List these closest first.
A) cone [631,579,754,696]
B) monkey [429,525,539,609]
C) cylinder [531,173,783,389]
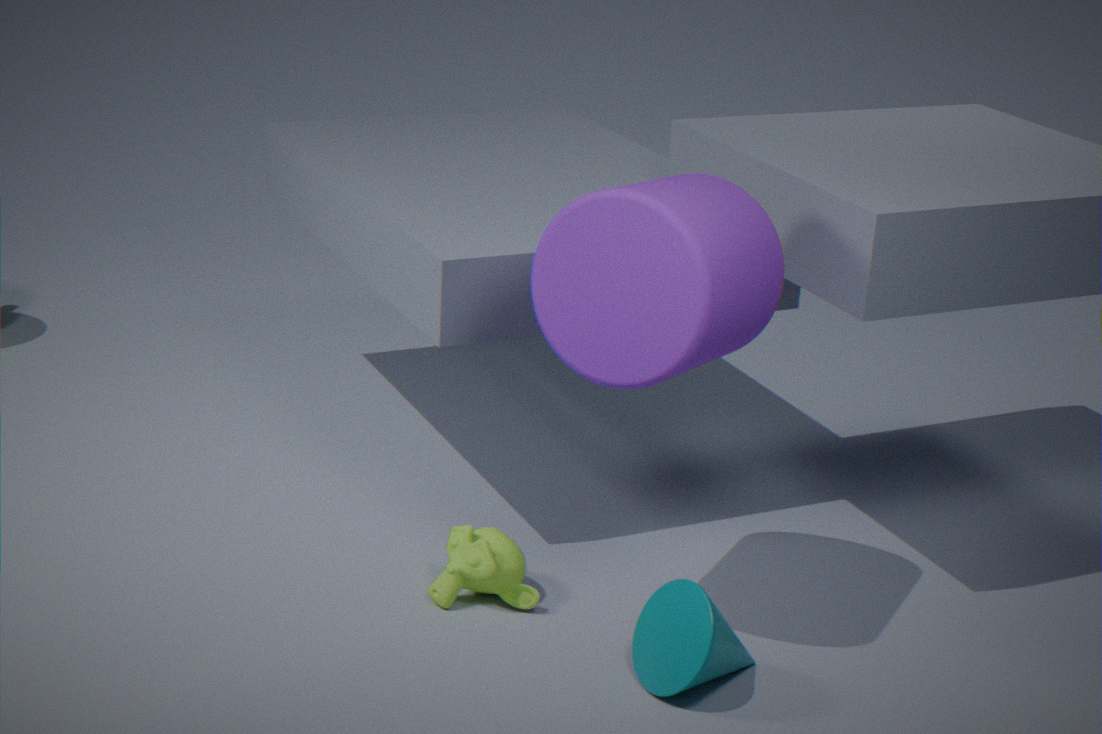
cylinder [531,173,783,389], cone [631,579,754,696], monkey [429,525,539,609]
